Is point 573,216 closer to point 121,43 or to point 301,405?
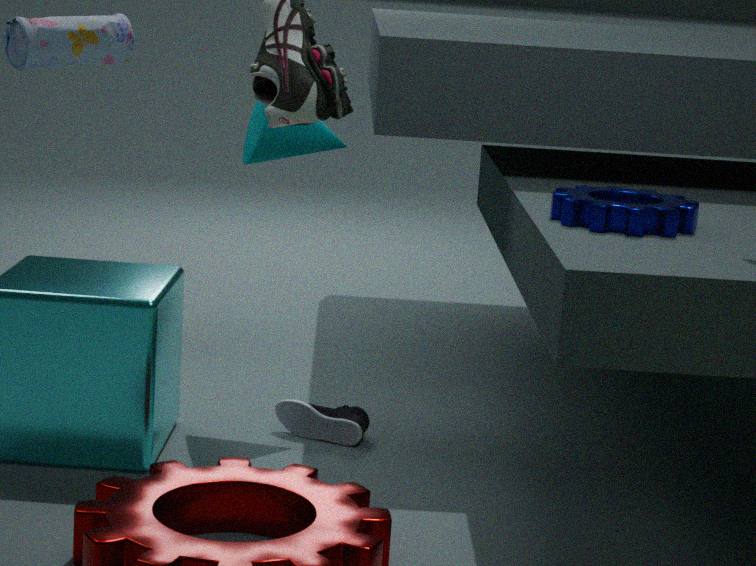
point 301,405
